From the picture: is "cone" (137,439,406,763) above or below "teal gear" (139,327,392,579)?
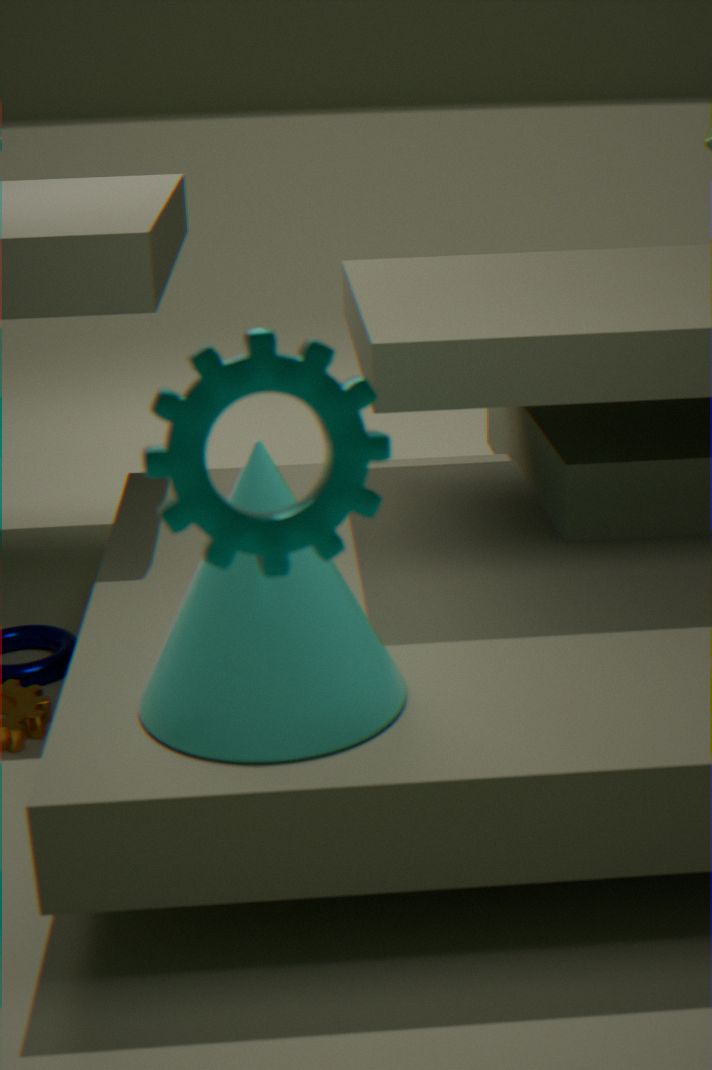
below
